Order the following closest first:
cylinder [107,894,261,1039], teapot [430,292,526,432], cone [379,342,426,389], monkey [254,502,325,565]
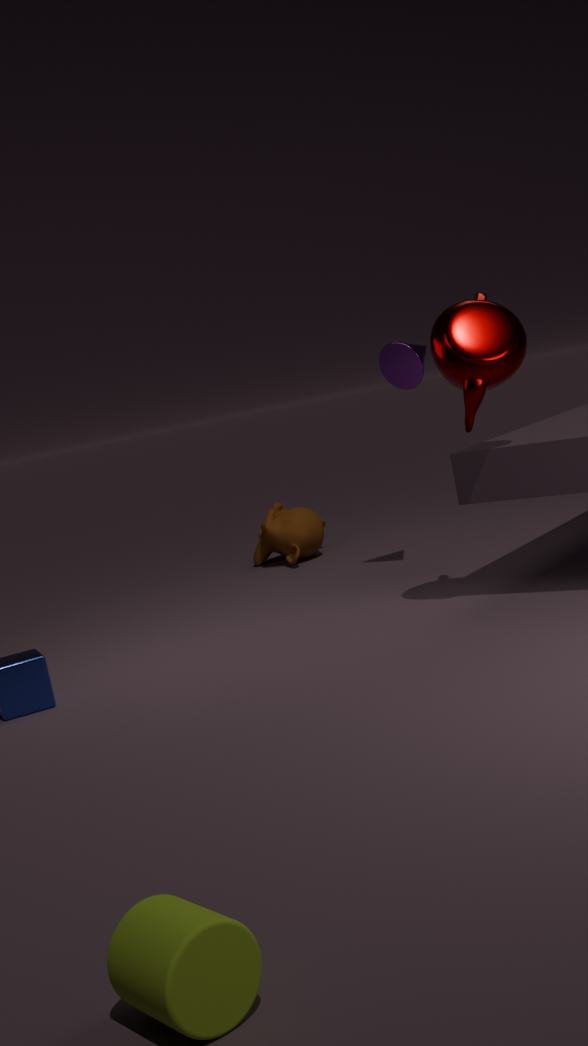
cylinder [107,894,261,1039] < teapot [430,292,526,432] < cone [379,342,426,389] < monkey [254,502,325,565]
